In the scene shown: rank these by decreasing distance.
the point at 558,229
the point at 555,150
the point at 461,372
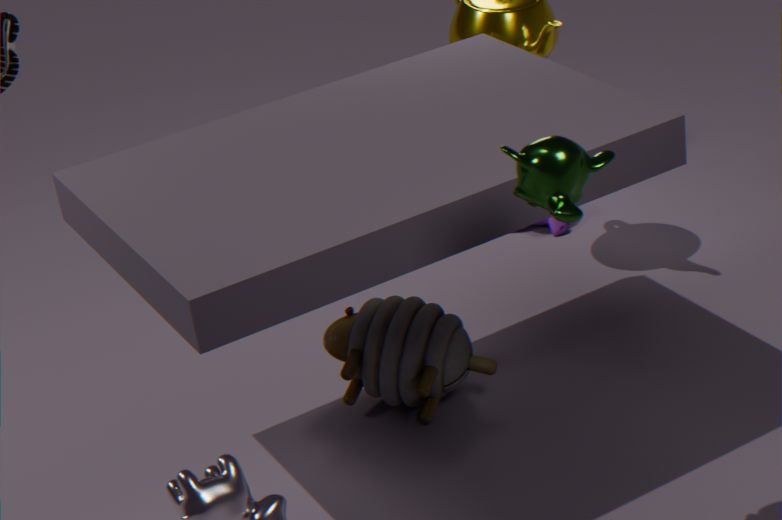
the point at 558,229 → the point at 461,372 → the point at 555,150
